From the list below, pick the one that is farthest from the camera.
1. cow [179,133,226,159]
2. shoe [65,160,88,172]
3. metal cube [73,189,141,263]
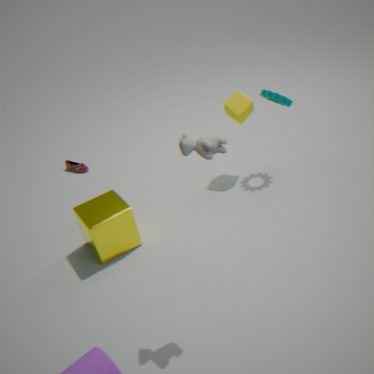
shoe [65,160,88,172]
